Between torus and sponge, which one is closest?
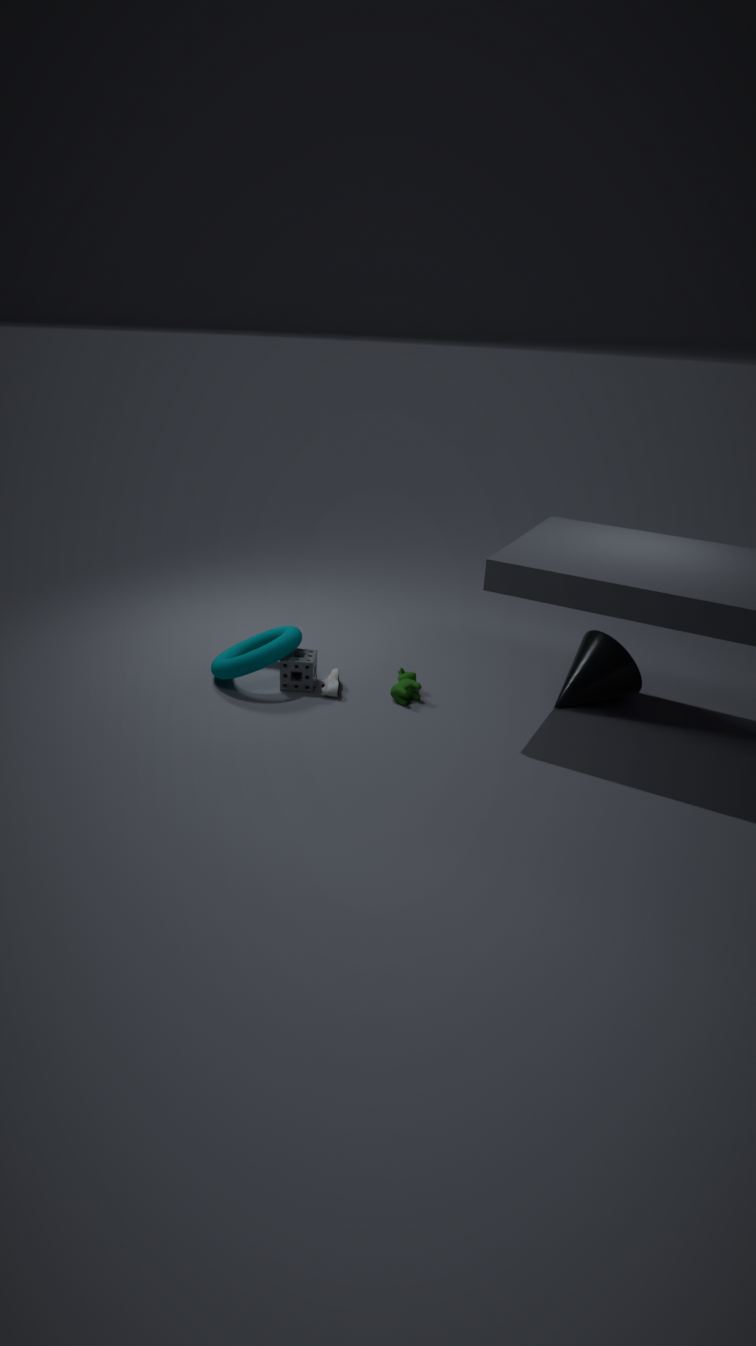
torus
